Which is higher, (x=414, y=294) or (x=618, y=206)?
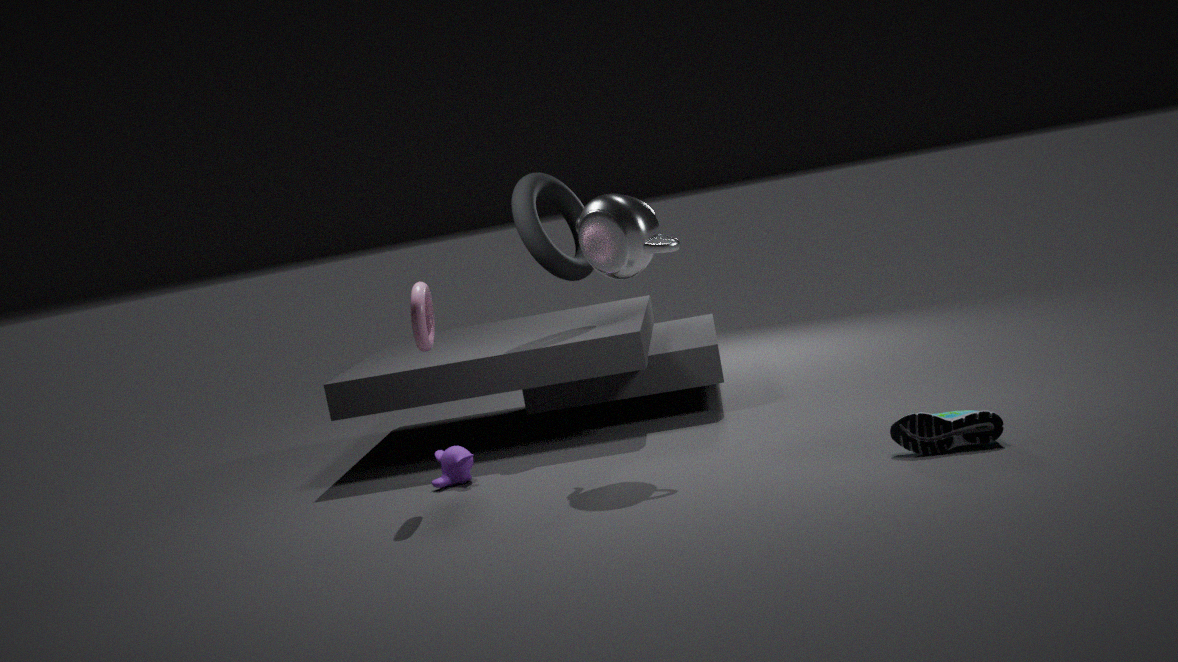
(x=618, y=206)
